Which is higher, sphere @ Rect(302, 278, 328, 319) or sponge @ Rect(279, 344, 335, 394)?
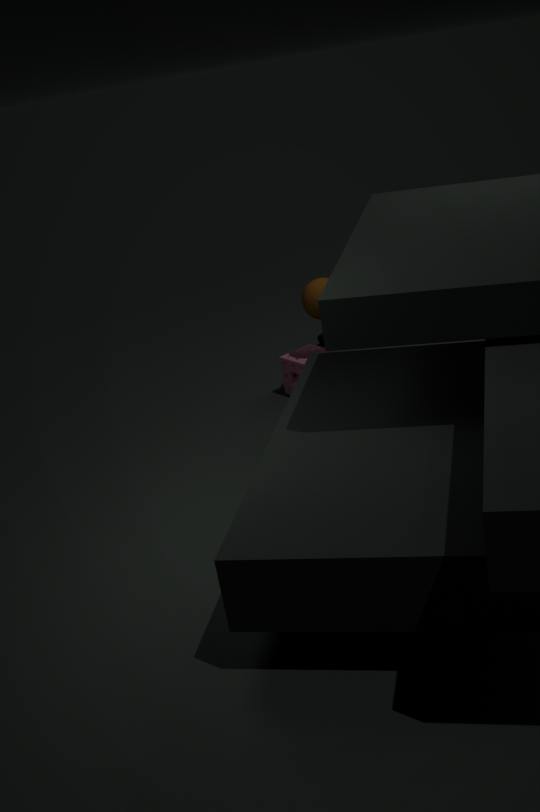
sphere @ Rect(302, 278, 328, 319)
